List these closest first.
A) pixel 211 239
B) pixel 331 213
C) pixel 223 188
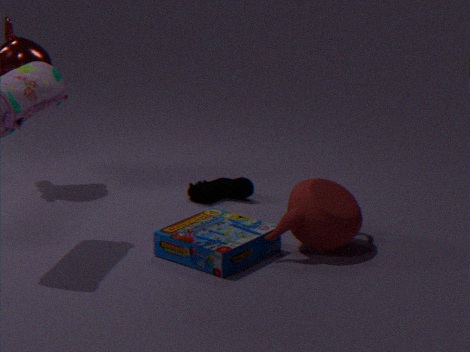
pixel 211 239, pixel 331 213, pixel 223 188
